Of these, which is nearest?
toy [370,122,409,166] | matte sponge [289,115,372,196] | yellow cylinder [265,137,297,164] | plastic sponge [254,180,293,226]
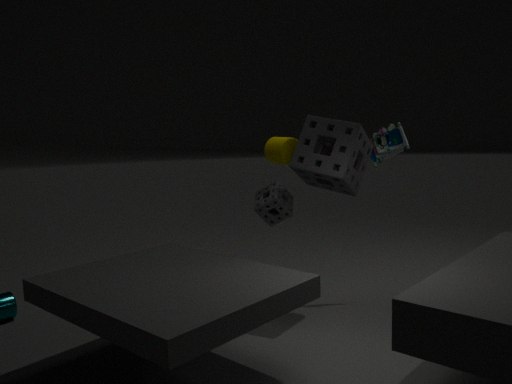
matte sponge [289,115,372,196]
